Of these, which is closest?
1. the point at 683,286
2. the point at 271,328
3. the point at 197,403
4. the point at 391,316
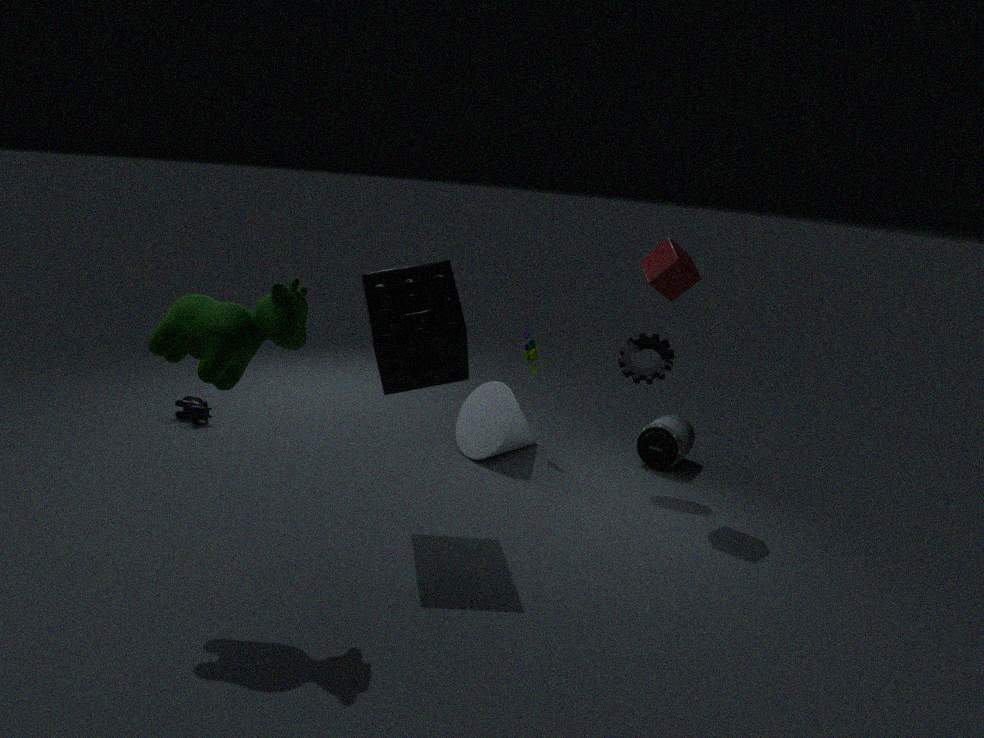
the point at 271,328
